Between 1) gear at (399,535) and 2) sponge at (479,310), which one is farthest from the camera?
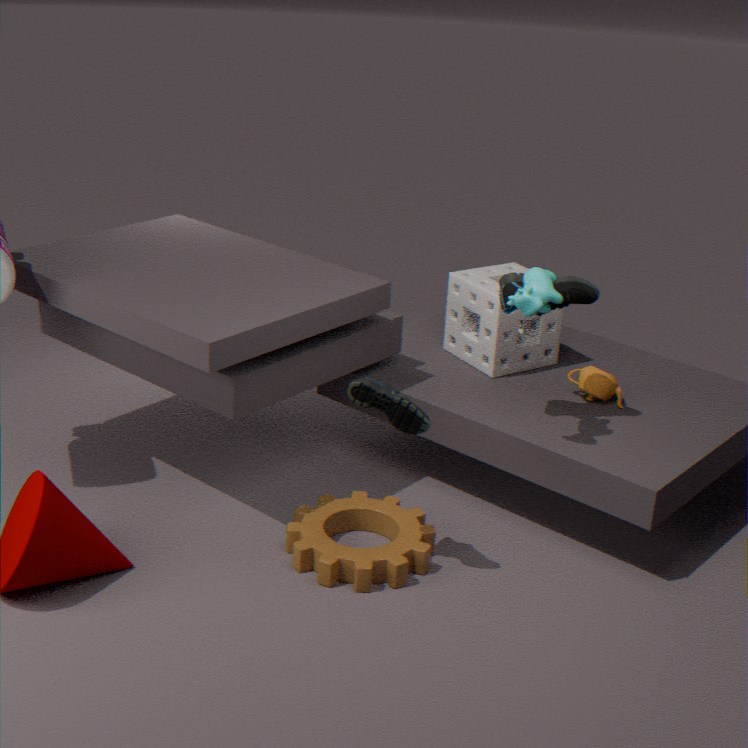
2. sponge at (479,310)
